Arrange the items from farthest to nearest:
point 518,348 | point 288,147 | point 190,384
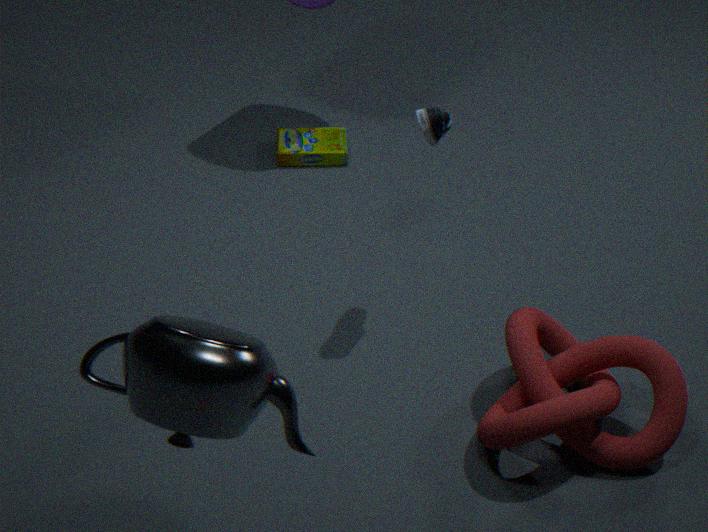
point 288,147 < point 518,348 < point 190,384
